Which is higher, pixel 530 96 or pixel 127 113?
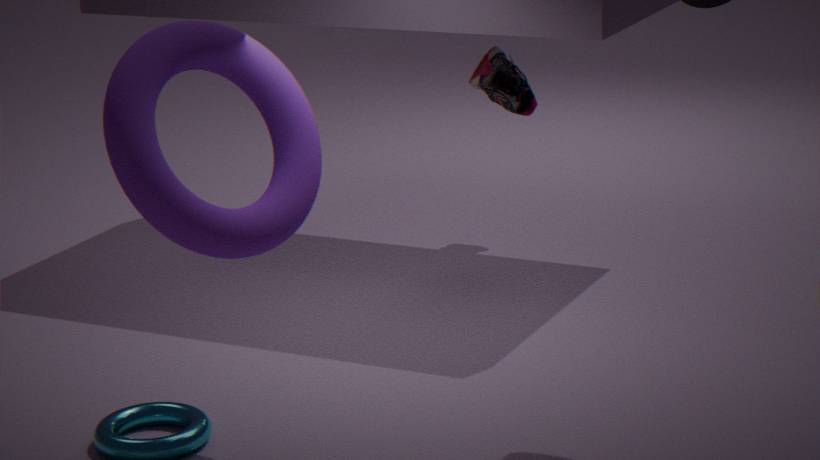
pixel 127 113
